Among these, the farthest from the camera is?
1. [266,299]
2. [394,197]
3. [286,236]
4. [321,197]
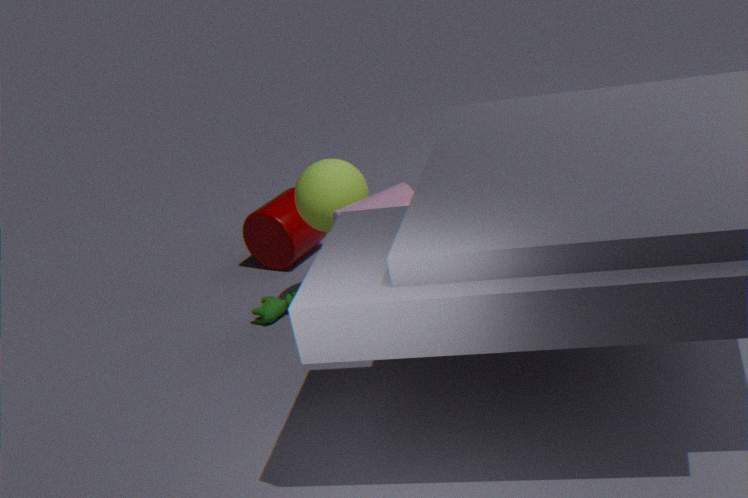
[286,236]
